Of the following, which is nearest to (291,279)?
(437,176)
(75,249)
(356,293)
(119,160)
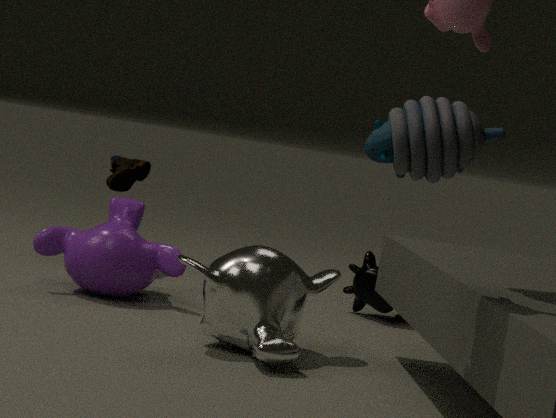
(75,249)
